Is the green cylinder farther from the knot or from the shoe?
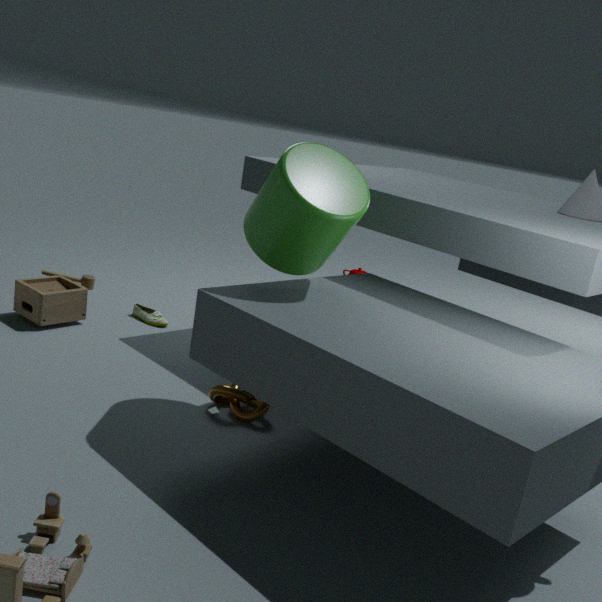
the shoe
